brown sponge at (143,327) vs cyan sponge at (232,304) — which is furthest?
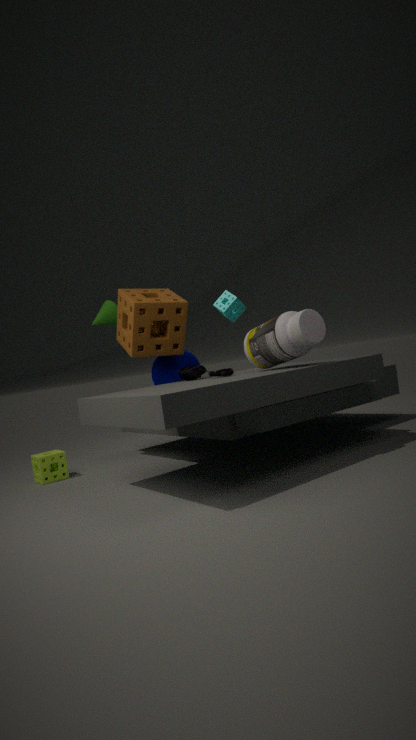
cyan sponge at (232,304)
